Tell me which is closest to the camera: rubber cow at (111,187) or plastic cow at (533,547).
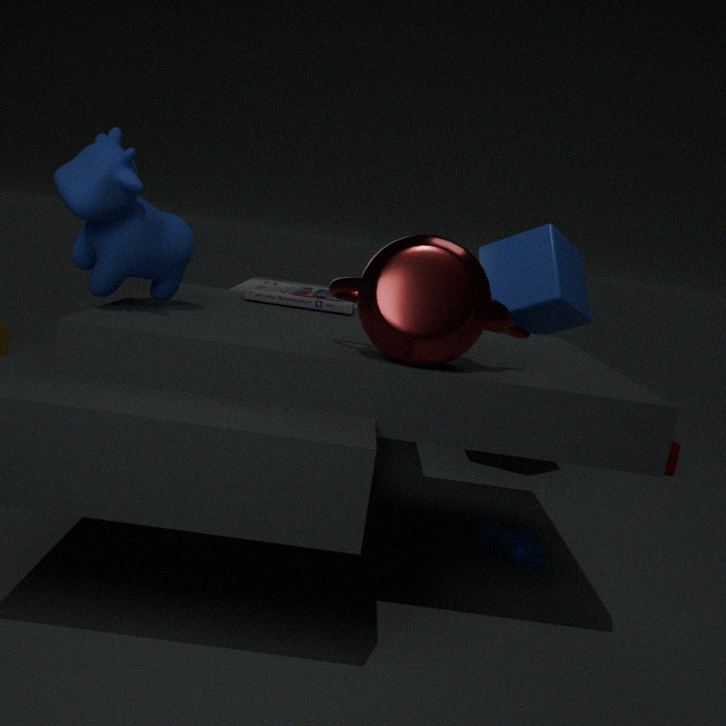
rubber cow at (111,187)
